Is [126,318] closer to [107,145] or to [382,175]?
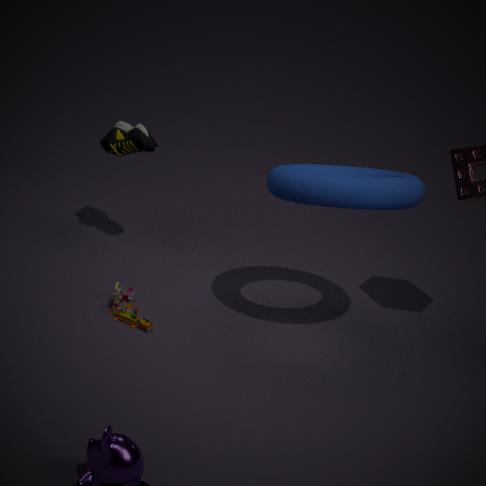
[107,145]
